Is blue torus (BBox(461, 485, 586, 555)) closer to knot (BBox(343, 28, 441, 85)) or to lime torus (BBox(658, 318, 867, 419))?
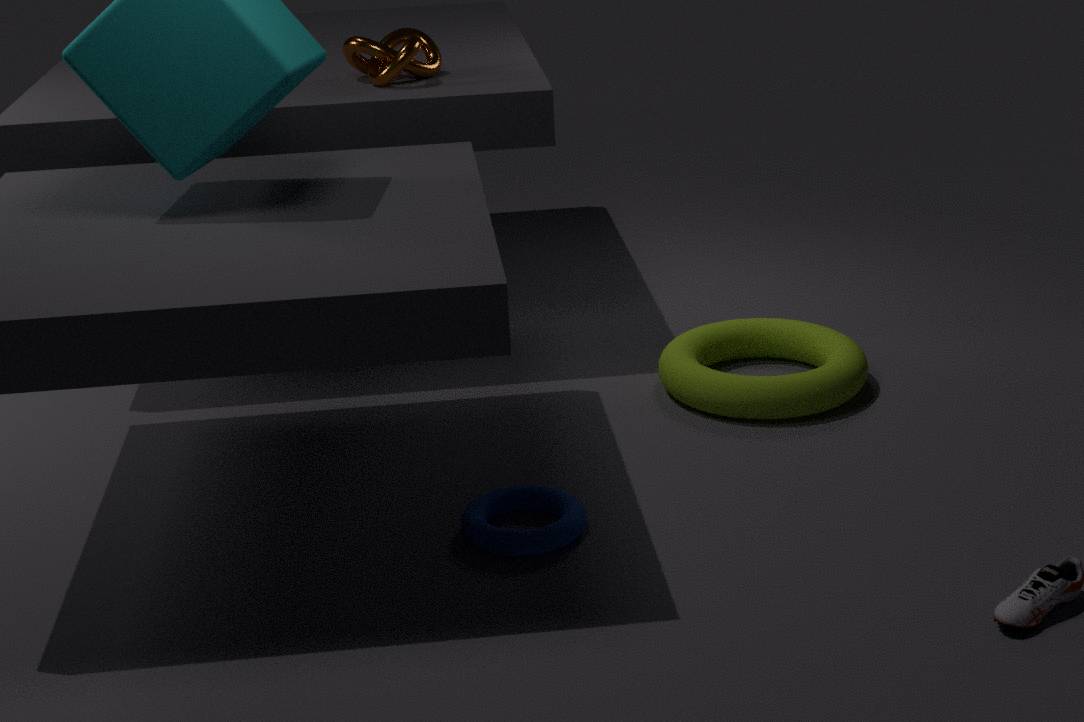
lime torus (BBox(658, 318, 867, 419))
